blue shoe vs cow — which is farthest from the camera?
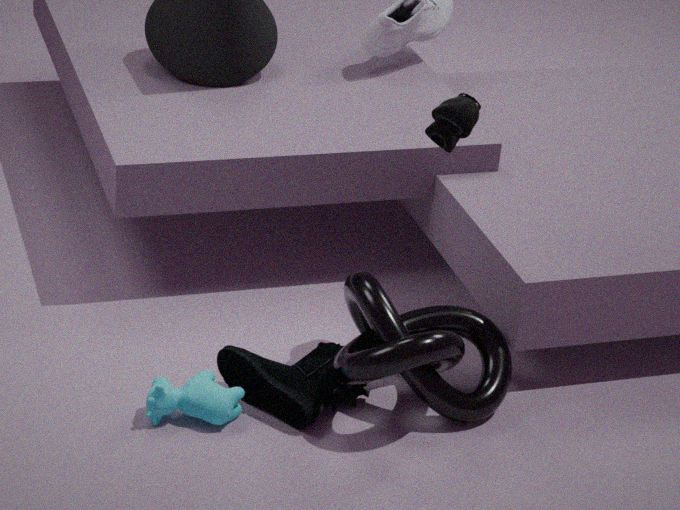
blue shoe
